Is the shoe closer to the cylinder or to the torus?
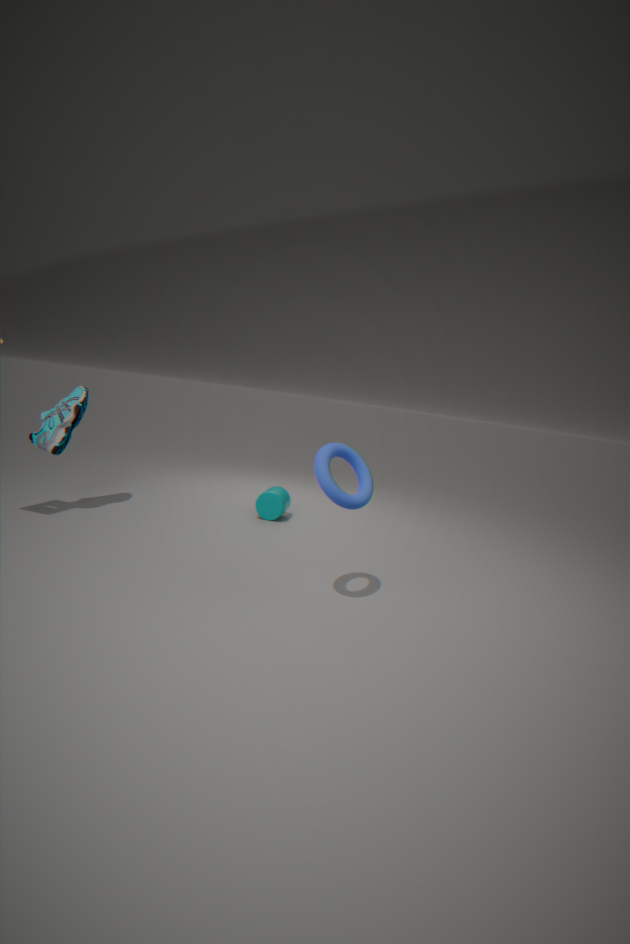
the cylinder
